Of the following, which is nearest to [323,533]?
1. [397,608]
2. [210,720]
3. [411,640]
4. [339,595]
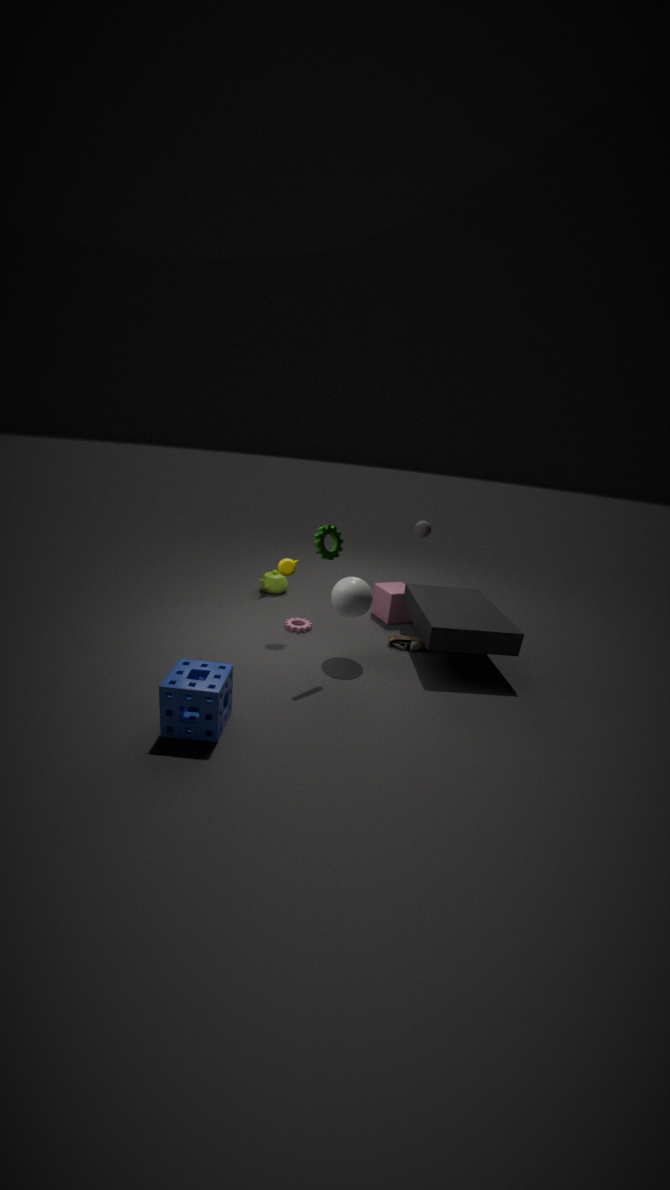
[339,595]
